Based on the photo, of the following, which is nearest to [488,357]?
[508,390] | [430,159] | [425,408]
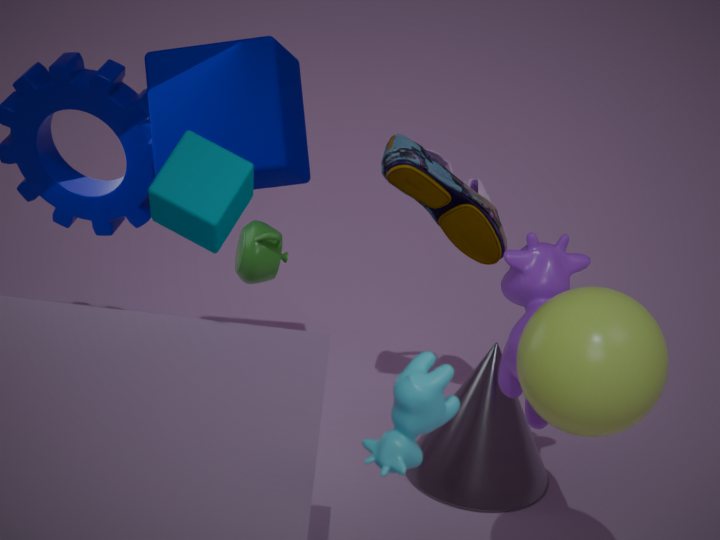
[508,390]
